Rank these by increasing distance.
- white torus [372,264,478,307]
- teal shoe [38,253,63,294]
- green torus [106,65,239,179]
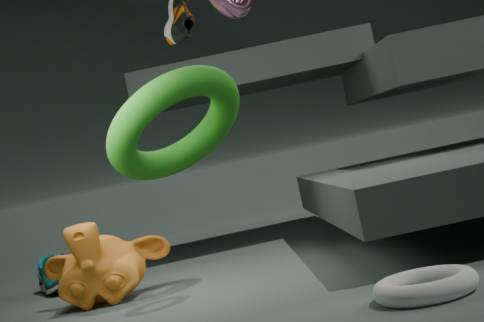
white torus [372,264,478,307] → green torus [106,65,239,179] → teal shoe [38,253,63,294]
